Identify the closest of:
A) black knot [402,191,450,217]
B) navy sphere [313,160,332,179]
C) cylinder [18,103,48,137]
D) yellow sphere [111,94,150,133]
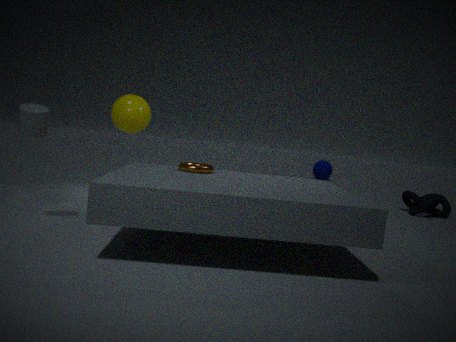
cylinder [18,103,48,137]
